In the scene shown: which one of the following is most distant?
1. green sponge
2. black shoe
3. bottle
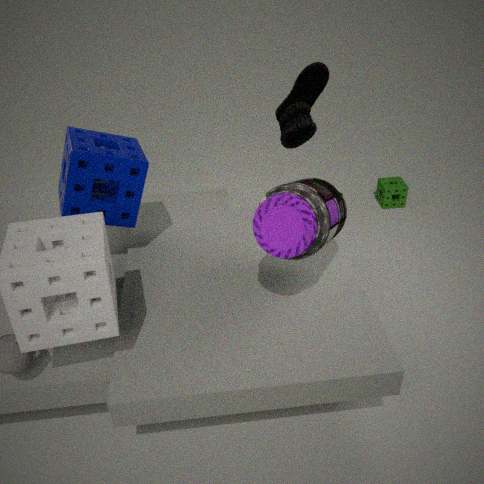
green sponge
